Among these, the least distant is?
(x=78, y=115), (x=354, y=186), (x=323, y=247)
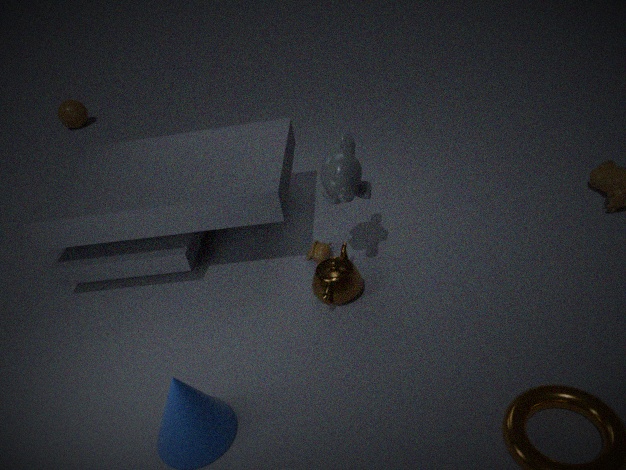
(x=354, y=186)
